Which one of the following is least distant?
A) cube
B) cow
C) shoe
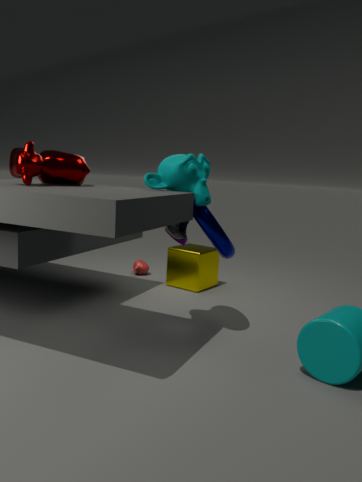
cow
